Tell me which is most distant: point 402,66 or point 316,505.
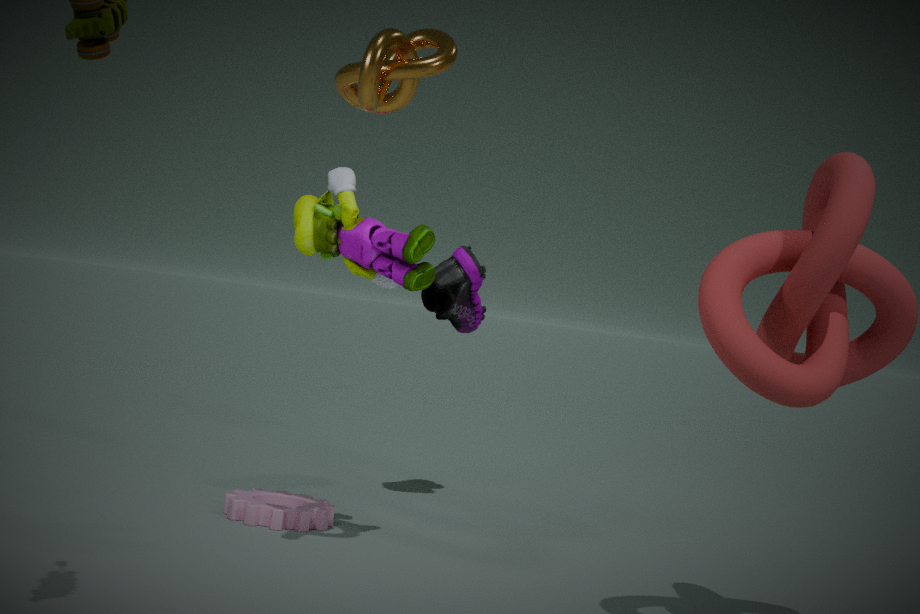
point 316,505
